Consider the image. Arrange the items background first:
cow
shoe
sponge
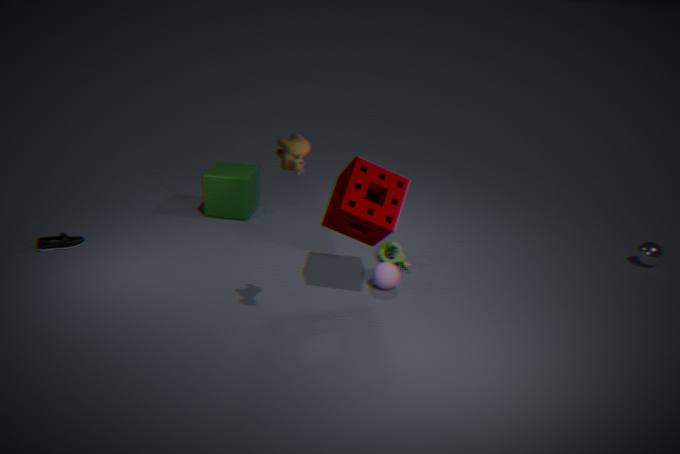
shoe < sponge < cow
